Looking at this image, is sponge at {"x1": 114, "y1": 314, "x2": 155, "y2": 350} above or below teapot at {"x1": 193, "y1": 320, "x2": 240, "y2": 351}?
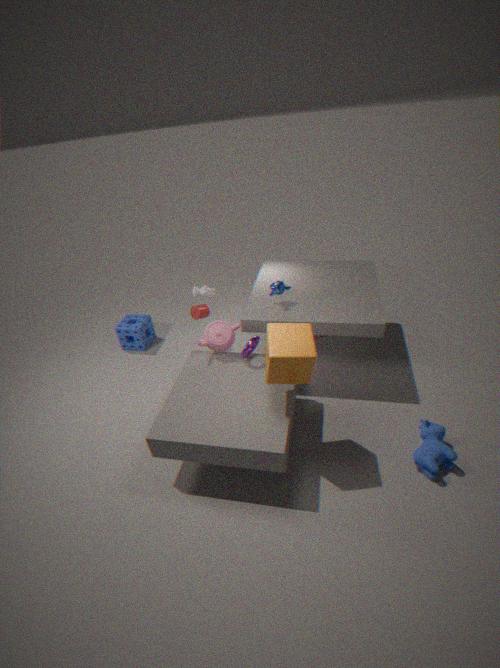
below
